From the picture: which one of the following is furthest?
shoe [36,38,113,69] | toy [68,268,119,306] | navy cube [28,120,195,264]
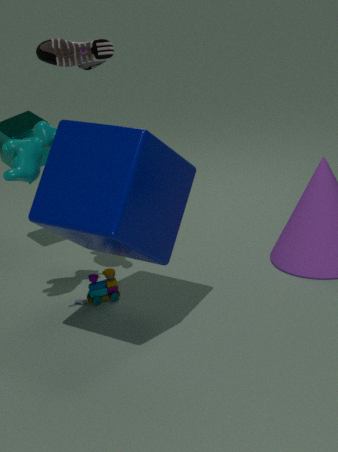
shoe [36,38,113,69]
